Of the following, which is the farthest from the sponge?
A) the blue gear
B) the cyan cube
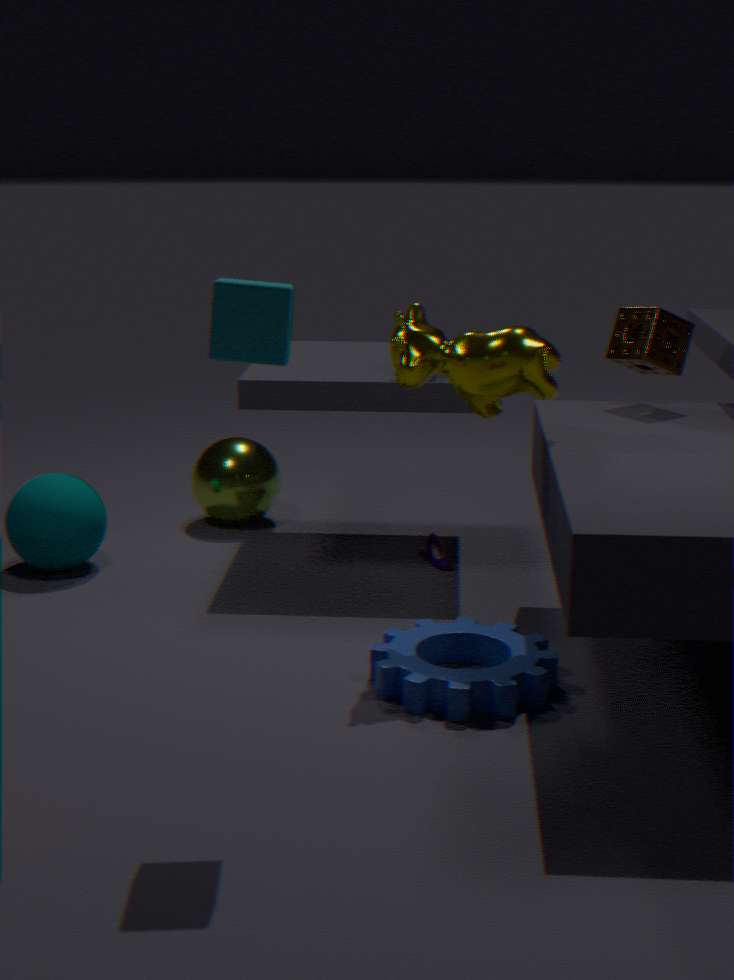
the cyan cube
